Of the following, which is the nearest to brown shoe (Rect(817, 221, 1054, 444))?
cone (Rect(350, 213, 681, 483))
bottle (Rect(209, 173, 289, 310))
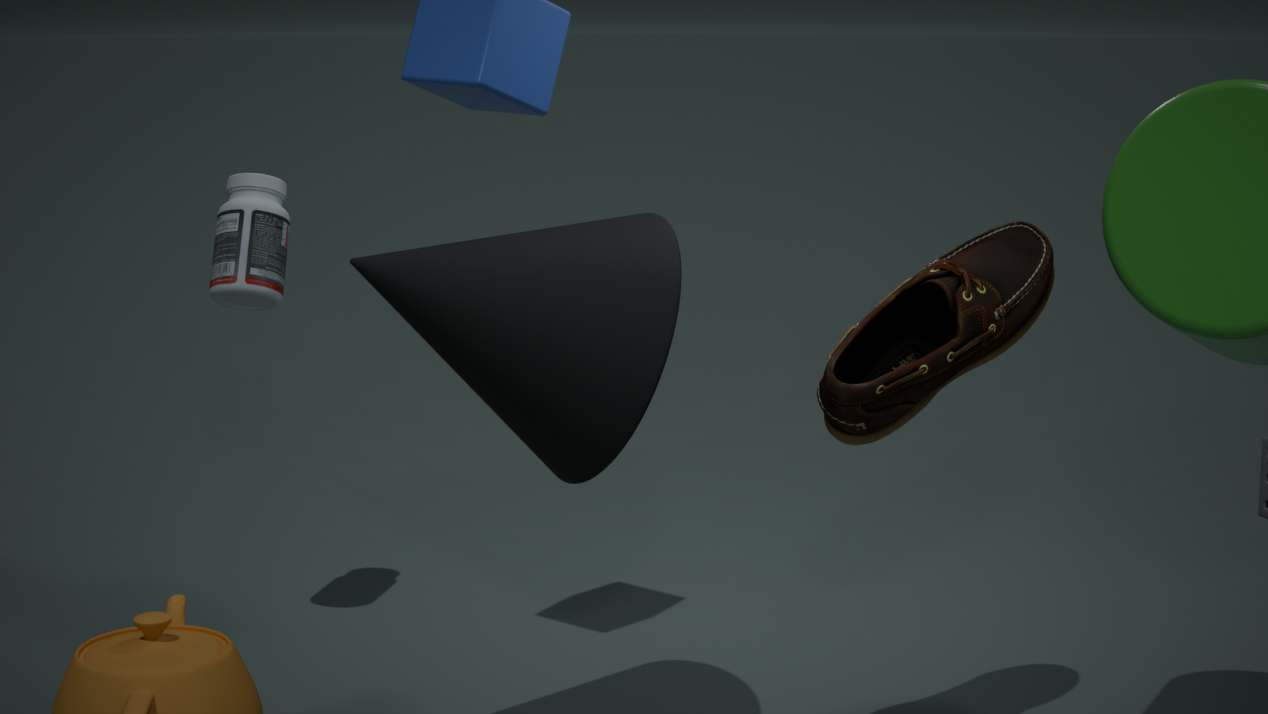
cone (Rect(350, 213, 681, 483))
